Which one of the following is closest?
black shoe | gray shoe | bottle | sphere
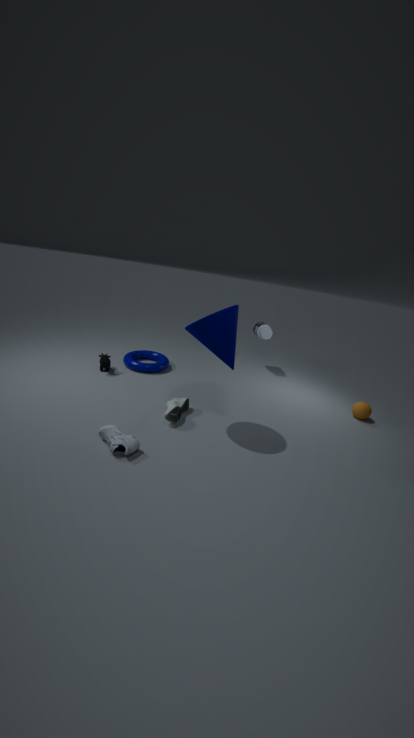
gray shoe
